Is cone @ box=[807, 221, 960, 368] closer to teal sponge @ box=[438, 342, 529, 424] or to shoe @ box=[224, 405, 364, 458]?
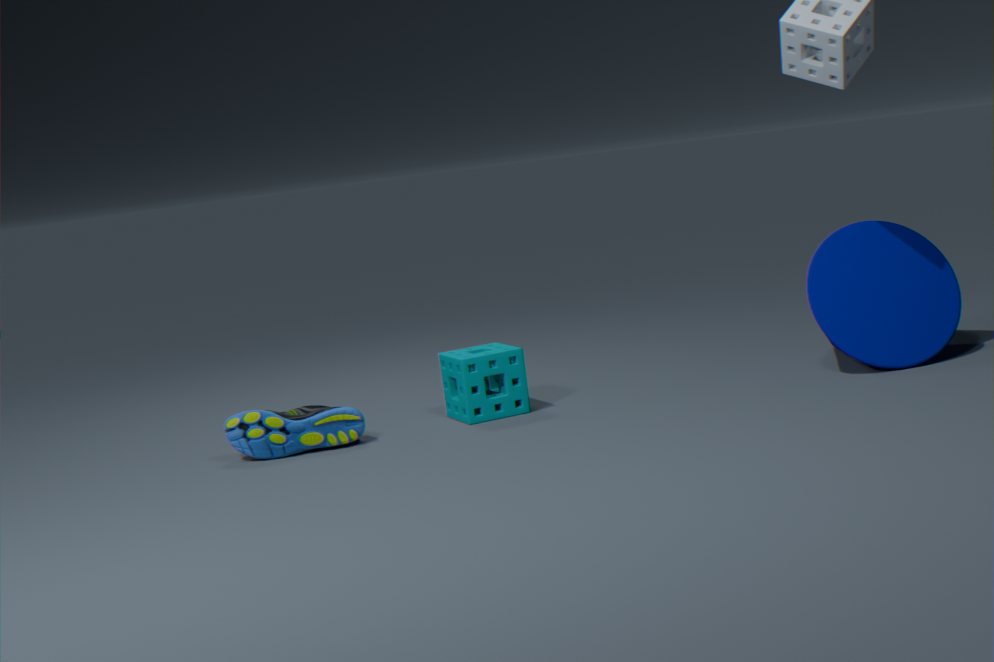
teal sponge @ box=[438, 342, 529, 424]
